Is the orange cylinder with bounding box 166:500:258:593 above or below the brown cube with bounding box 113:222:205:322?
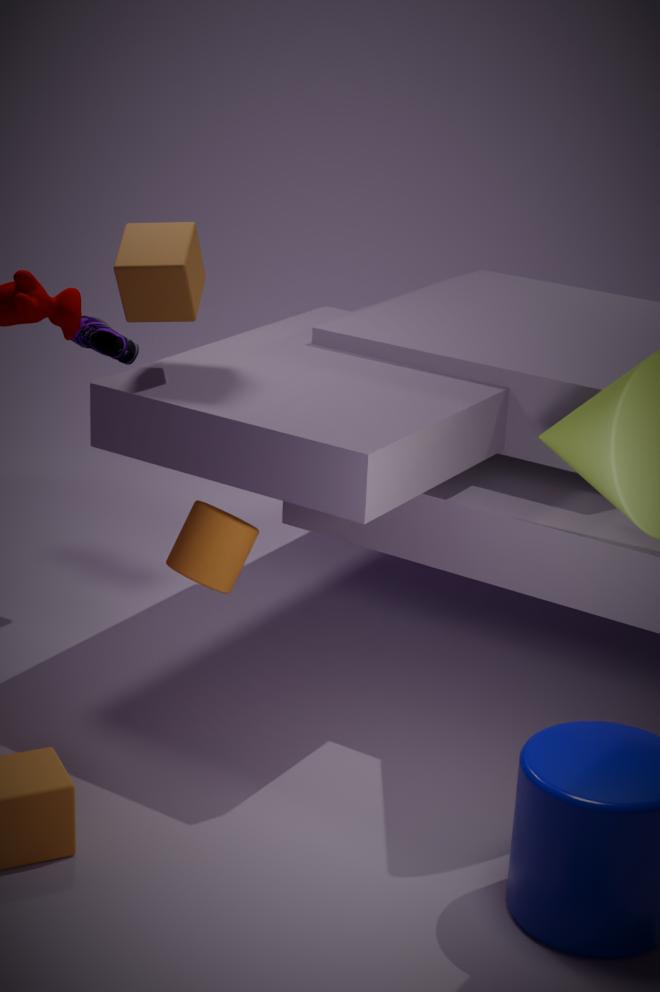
below
